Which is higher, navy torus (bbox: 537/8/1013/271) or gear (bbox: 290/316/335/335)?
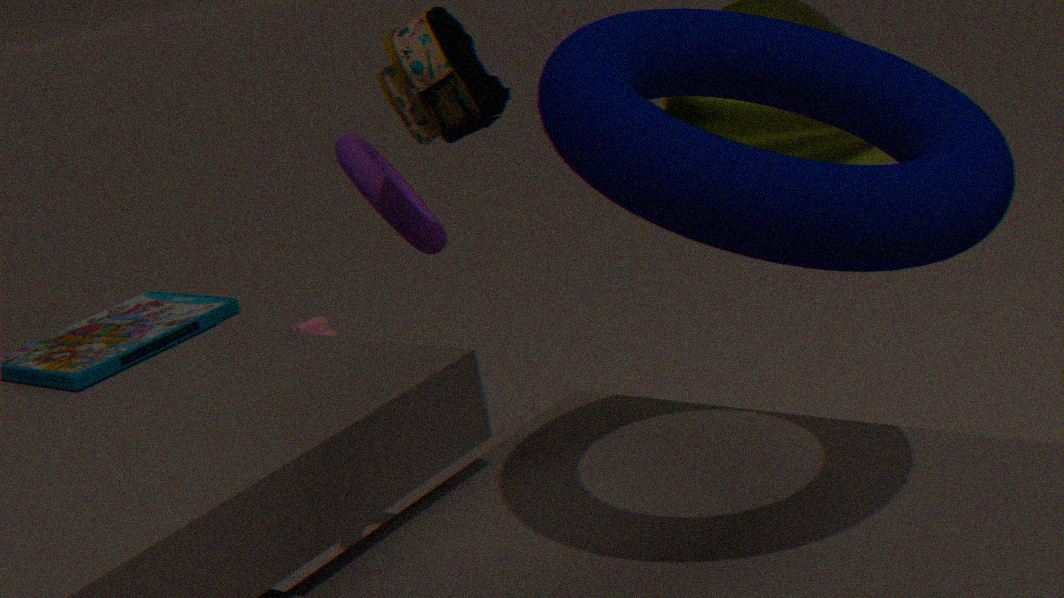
navy torus (bbox: 537/8/1013/271)
